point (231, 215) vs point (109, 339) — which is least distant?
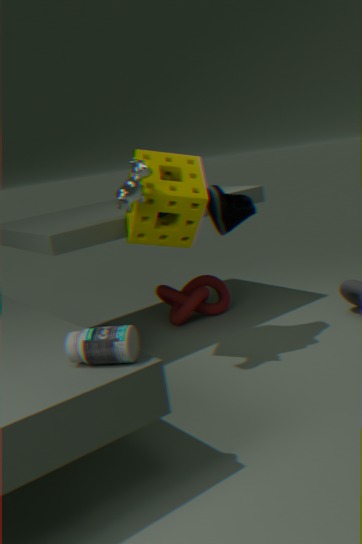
point (109, 339)
